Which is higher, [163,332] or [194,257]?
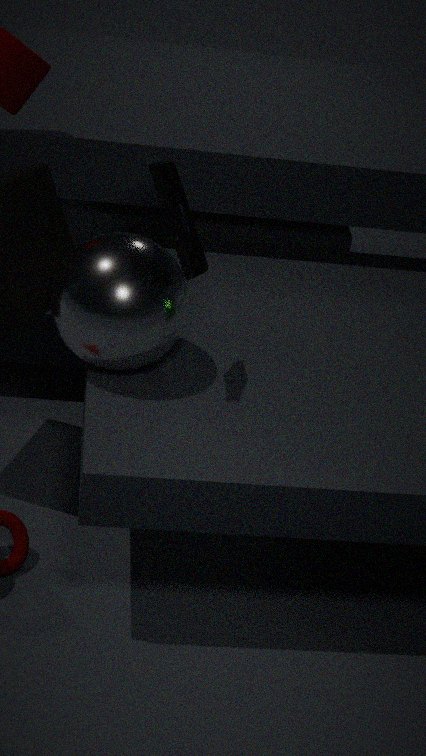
[194,257]
